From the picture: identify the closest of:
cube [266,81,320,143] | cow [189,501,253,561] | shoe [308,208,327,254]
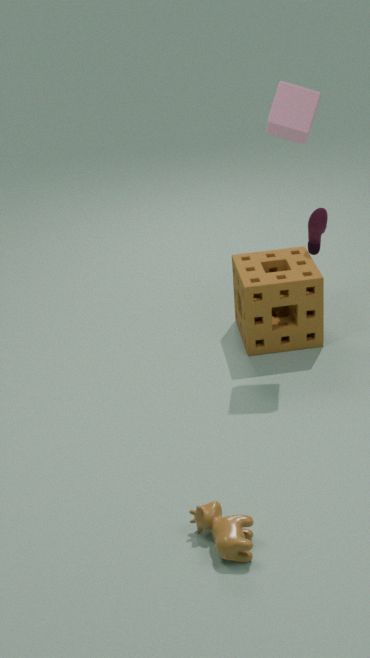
cow [189,501,253,561]
